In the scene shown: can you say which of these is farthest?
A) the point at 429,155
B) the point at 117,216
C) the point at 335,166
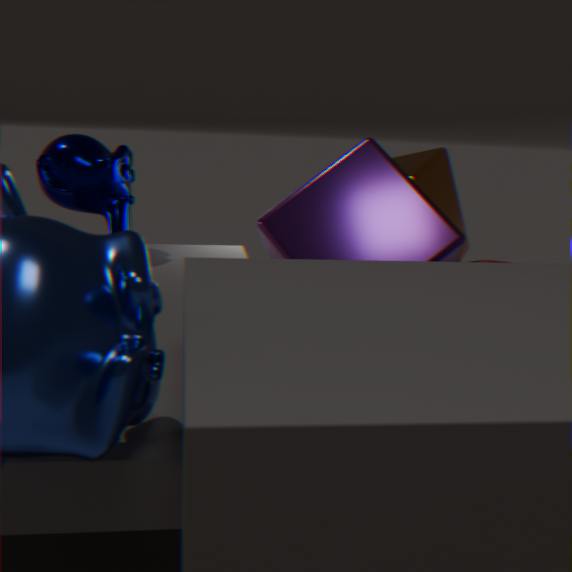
the point at 117,216
